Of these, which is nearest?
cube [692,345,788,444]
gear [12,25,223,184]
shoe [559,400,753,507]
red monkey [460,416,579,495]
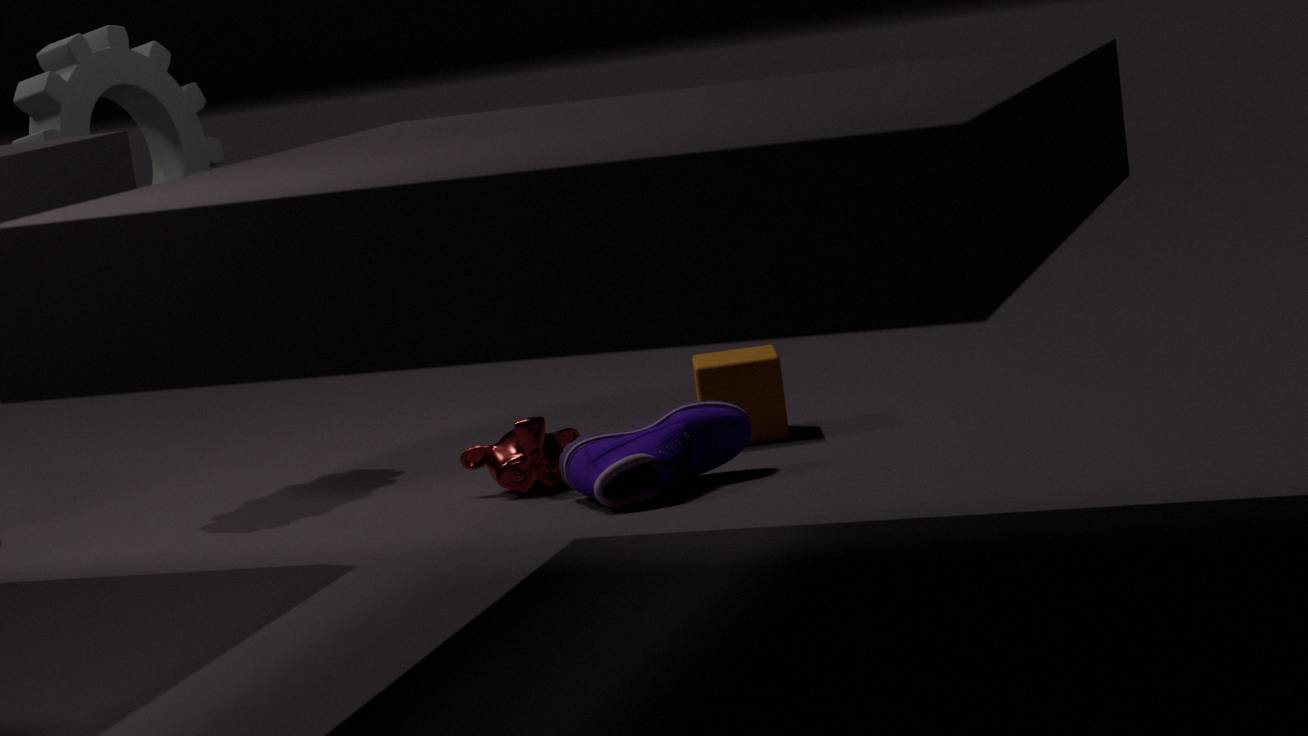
shoe [559,400,753,507]
